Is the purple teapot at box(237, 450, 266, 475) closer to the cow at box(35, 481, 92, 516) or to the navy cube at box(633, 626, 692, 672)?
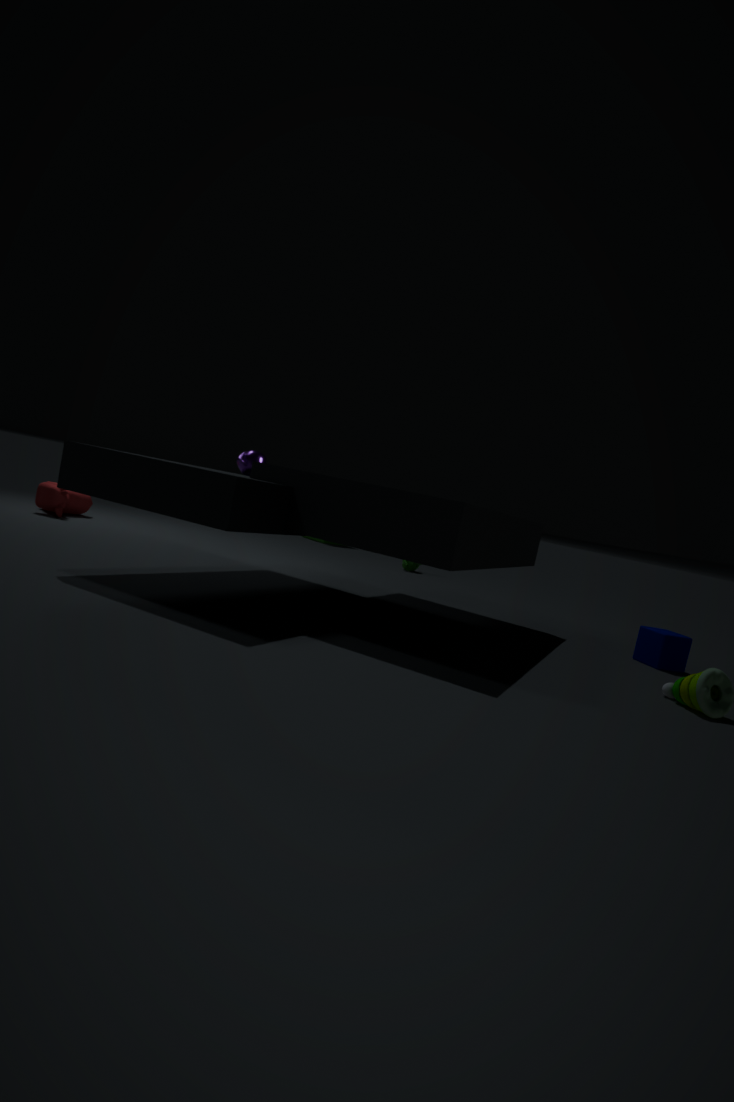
the cow at box(35, 481, 92, 516)
